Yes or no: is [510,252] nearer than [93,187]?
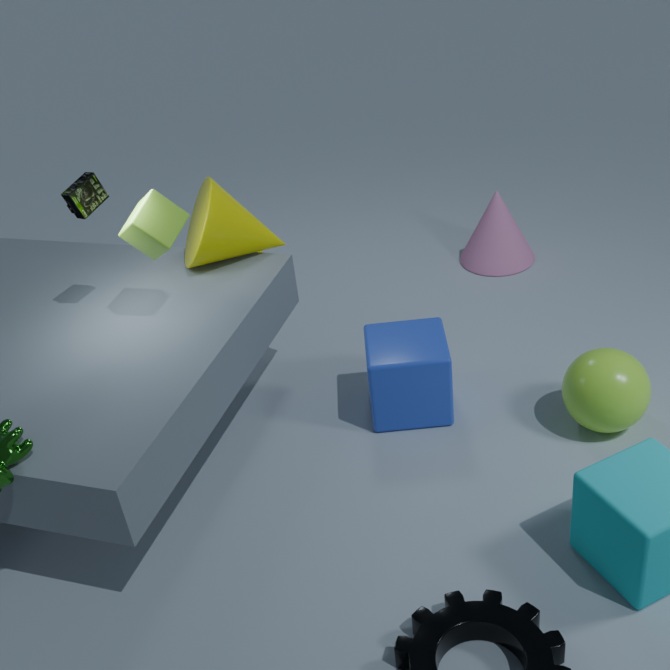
No
